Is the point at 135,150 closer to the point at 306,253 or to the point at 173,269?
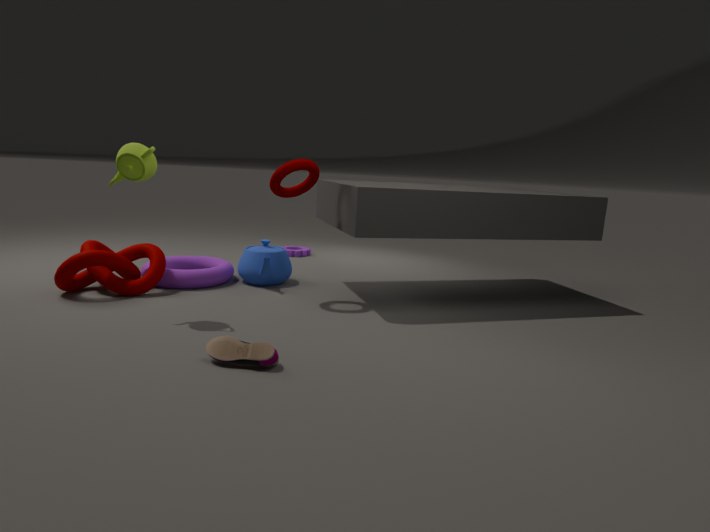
the point at 173,269
